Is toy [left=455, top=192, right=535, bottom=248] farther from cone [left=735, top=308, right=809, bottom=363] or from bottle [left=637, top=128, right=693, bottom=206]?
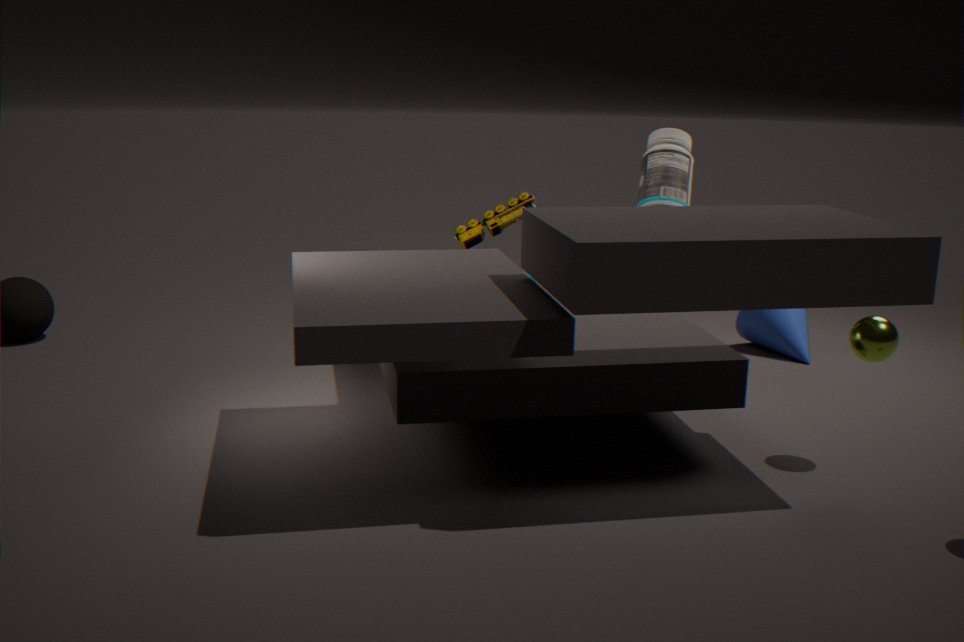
cone [left=735, top=308, right=809, bottom=363]
